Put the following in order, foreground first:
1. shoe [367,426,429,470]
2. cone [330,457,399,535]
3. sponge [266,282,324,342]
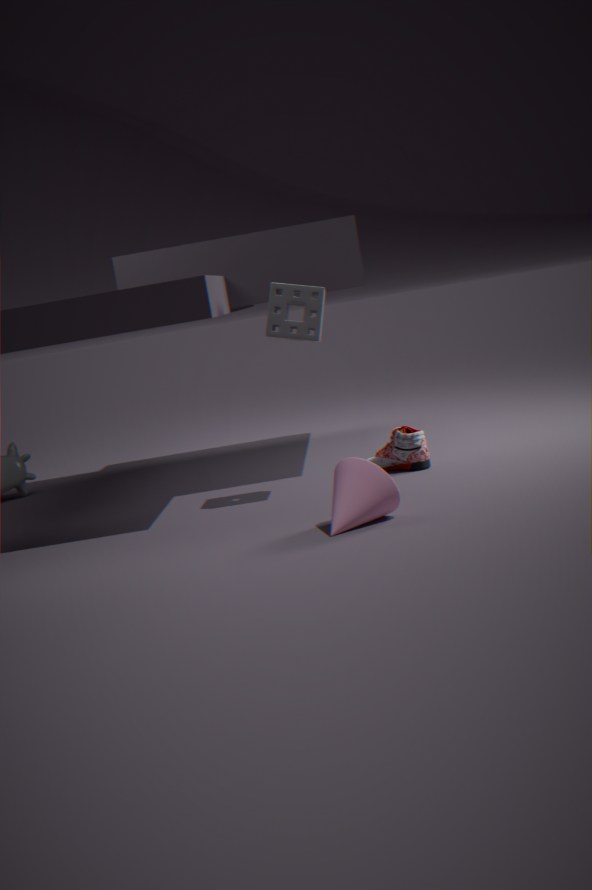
cone [330,457,399,535], sponge [266,282,324,342], shoe [367,426,429,470]
